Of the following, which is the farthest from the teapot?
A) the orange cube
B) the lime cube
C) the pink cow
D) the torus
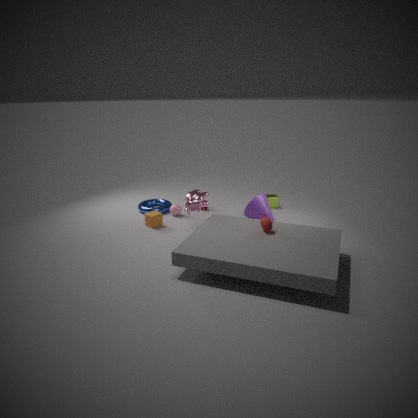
the torus
